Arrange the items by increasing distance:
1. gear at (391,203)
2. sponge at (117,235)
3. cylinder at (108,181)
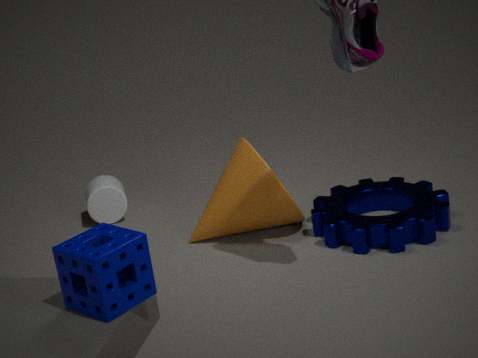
sponge at (117,235) → gear at (391,203) → cylinder at (108,181)
